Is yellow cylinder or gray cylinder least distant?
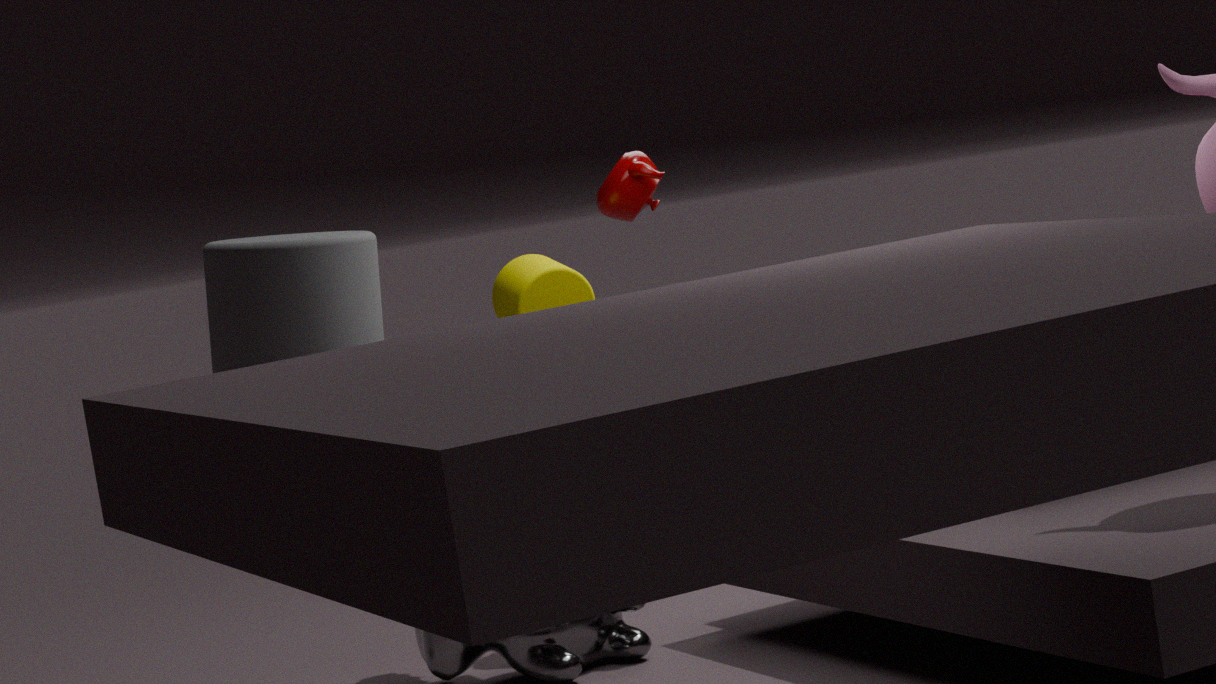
gray cylinder
